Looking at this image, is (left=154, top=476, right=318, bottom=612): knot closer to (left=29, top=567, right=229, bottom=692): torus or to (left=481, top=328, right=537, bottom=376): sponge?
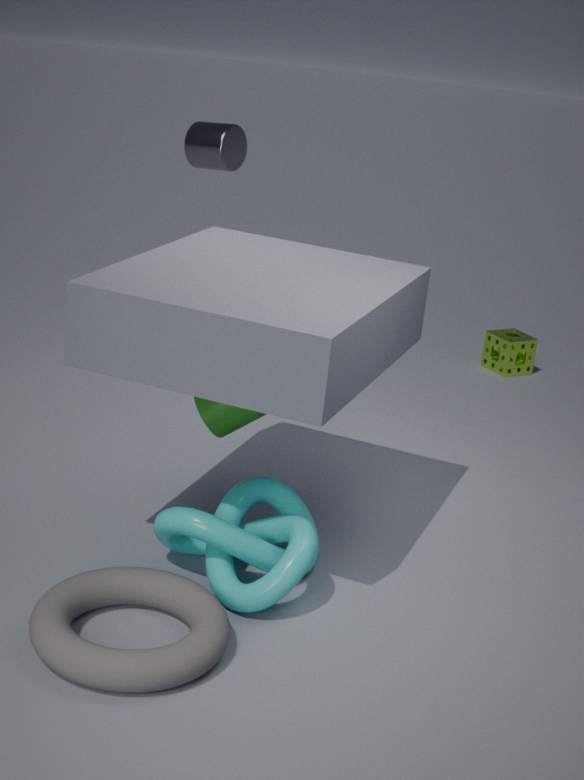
(left=29, top=567, right=229, bottom=692): torus
